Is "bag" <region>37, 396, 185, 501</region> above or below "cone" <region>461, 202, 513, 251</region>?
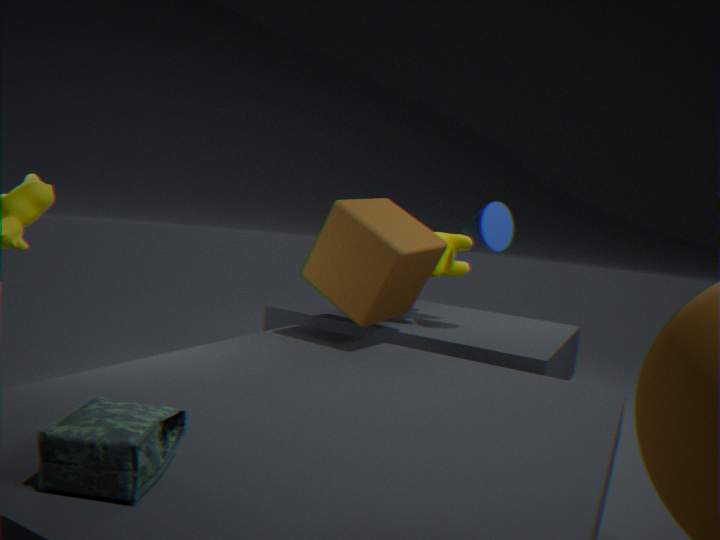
below
